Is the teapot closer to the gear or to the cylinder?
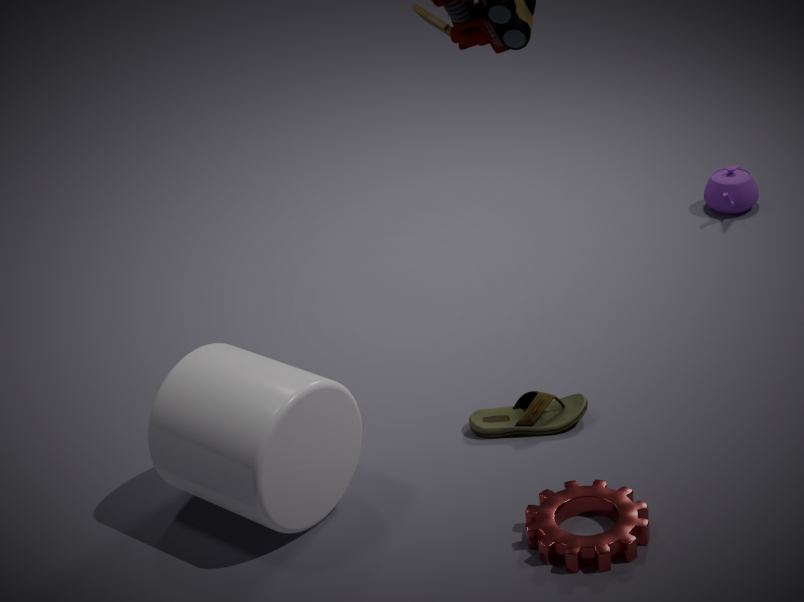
the gear
